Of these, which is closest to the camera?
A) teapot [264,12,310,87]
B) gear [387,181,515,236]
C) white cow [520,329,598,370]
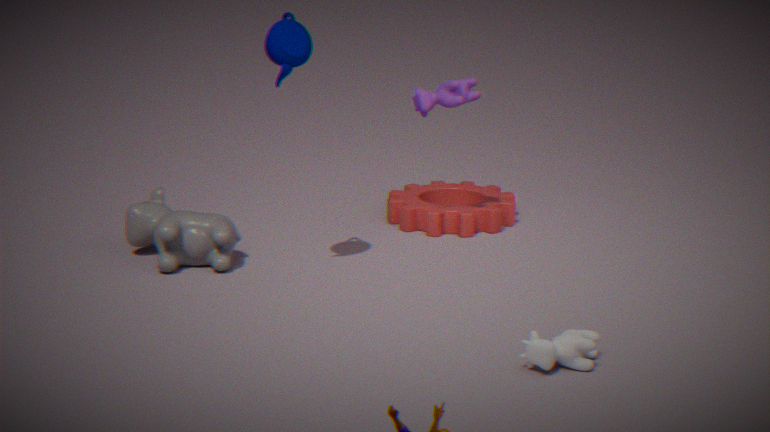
white cow [520,329,598,370]
